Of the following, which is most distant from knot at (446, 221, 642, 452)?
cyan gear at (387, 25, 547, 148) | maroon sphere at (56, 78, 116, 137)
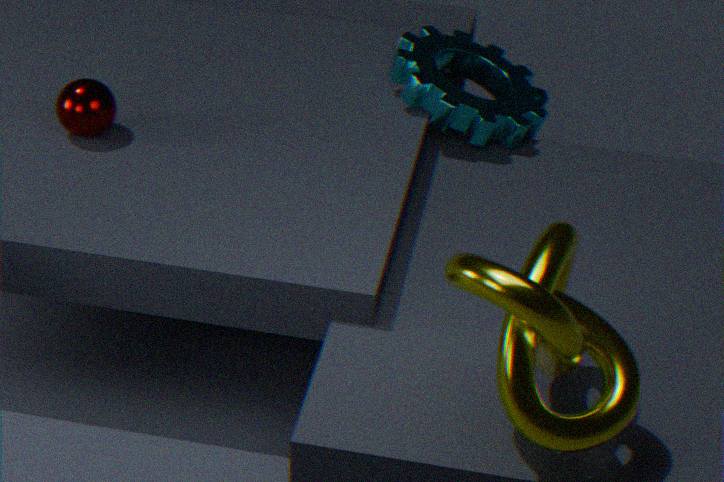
maroon sphere at (56, 78, 116, 137)
